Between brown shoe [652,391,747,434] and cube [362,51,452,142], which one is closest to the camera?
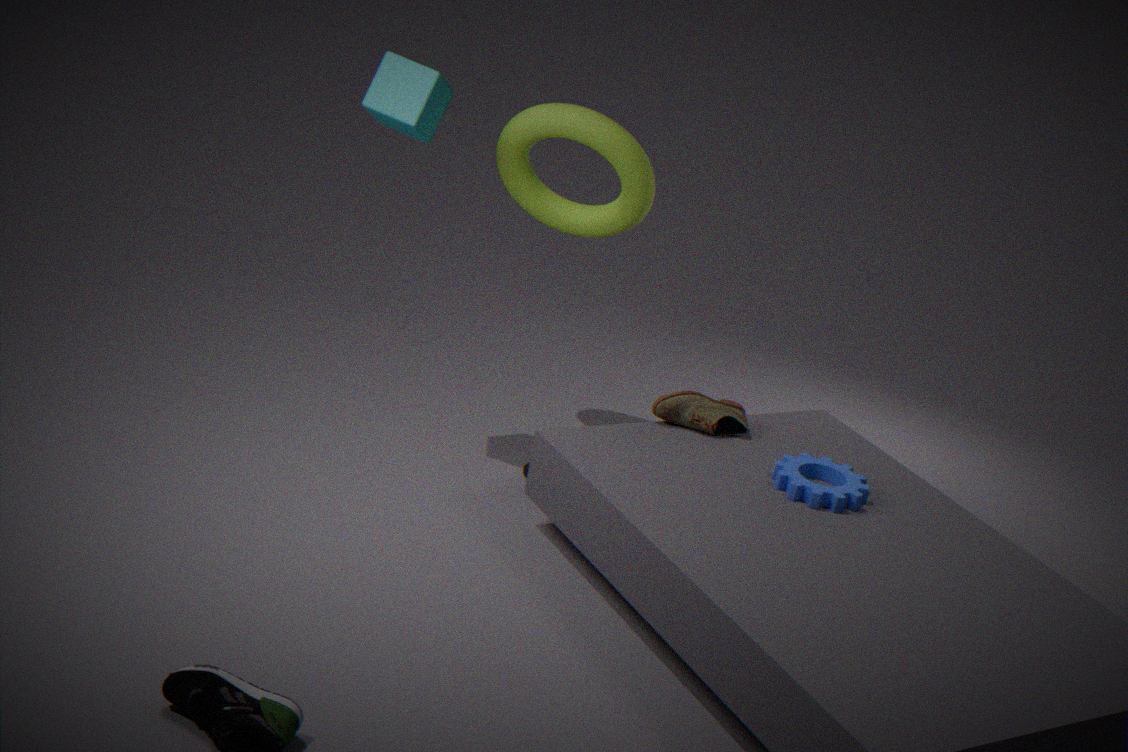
cube [362,51,452,142]
